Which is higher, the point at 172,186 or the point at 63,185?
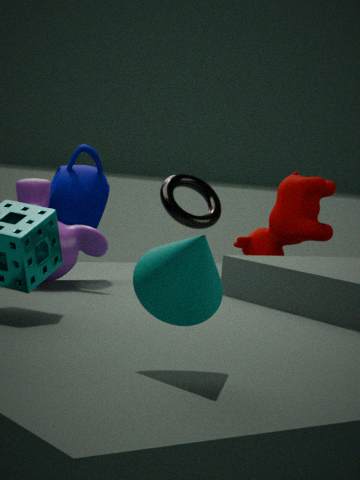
the point at 172,186
